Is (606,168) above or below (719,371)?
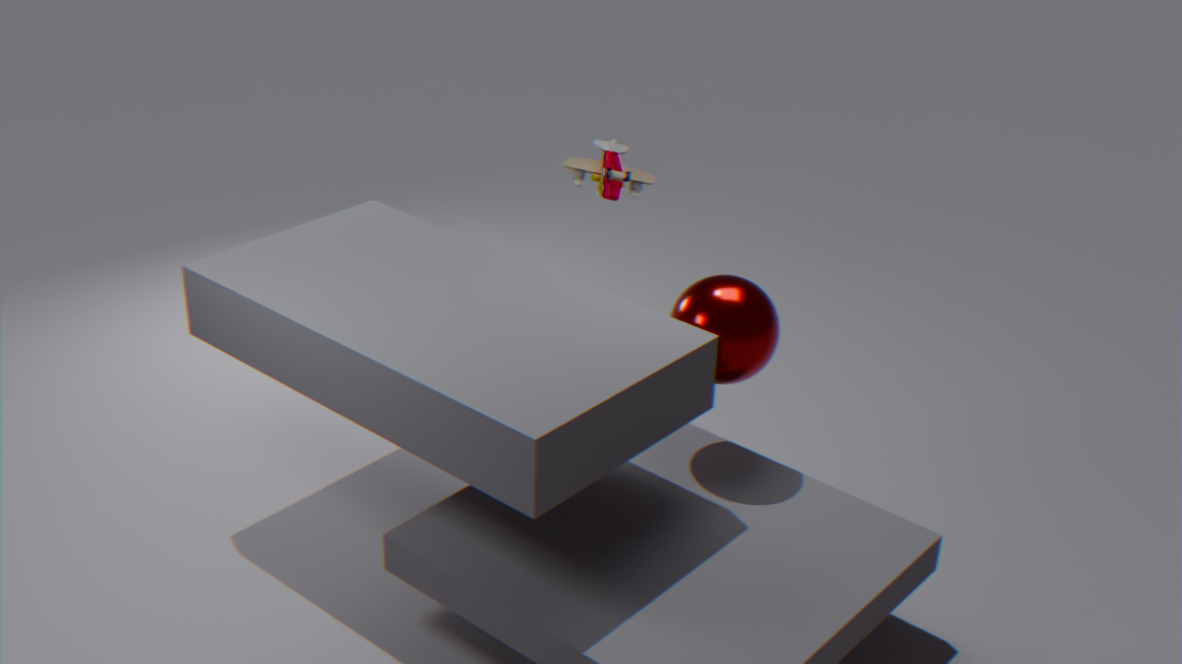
above
